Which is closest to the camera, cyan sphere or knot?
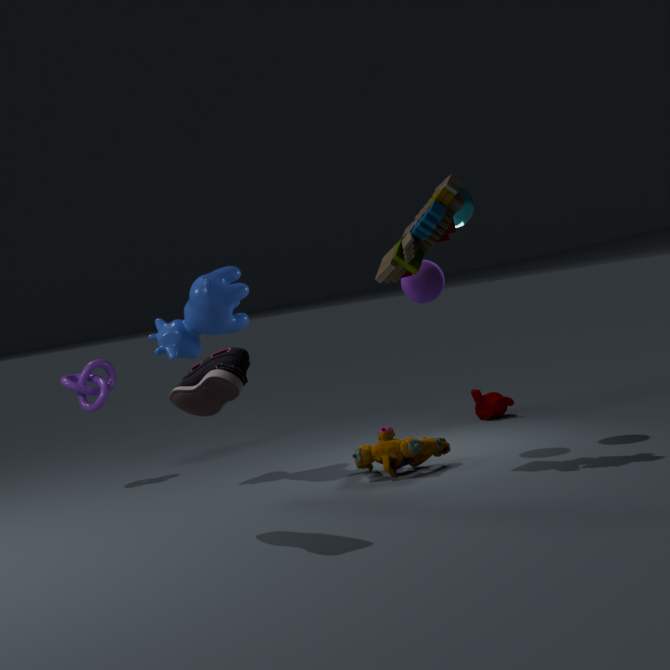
cyan sphere
